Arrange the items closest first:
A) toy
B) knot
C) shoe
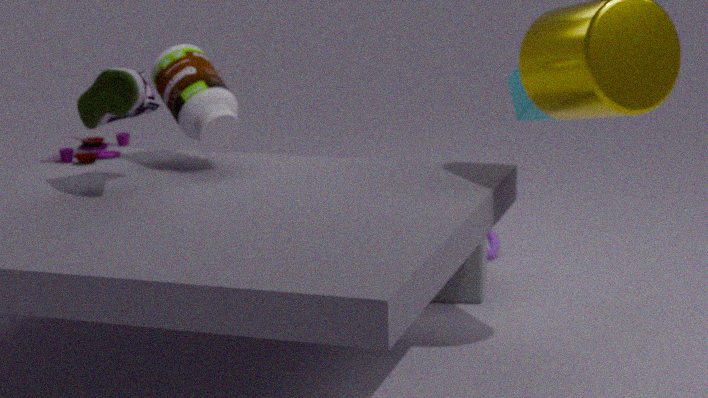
shoe < toy < knot
